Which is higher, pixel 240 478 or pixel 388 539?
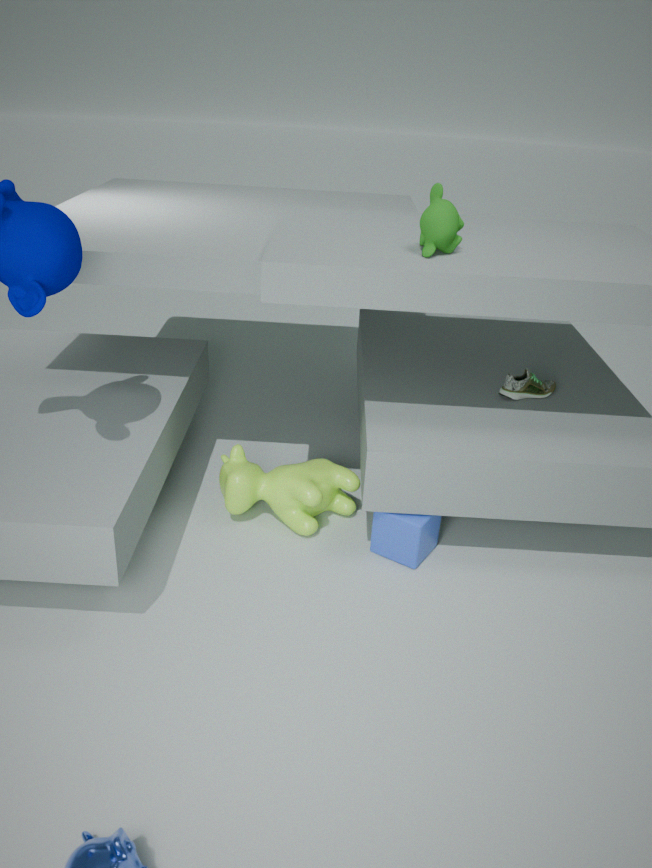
pixel 240 478
